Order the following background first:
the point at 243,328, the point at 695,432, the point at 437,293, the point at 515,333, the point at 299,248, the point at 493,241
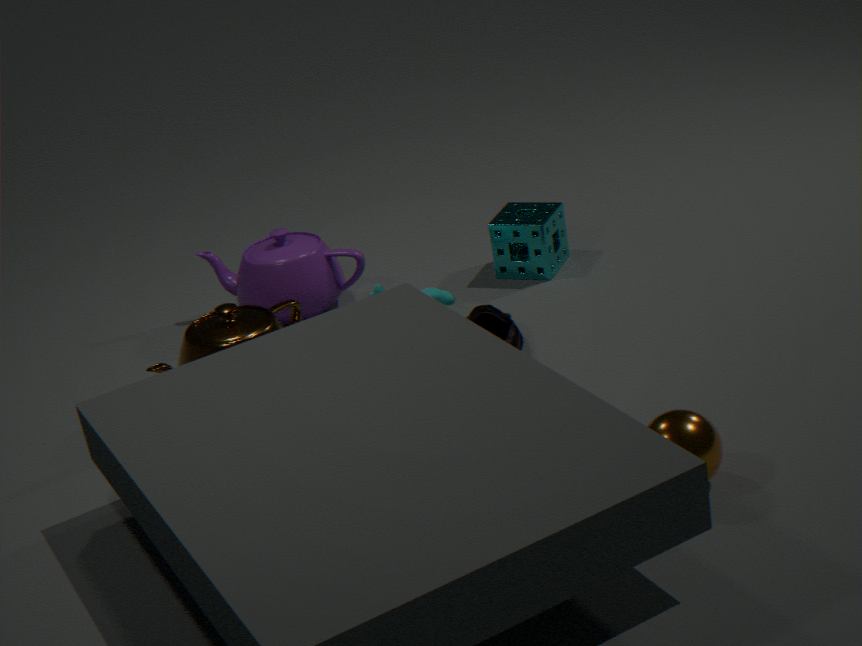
the point at 493,241
the point at 299,248
the point at 437,293
the point at 515,333
the point at 243,328
the point at 695,432
